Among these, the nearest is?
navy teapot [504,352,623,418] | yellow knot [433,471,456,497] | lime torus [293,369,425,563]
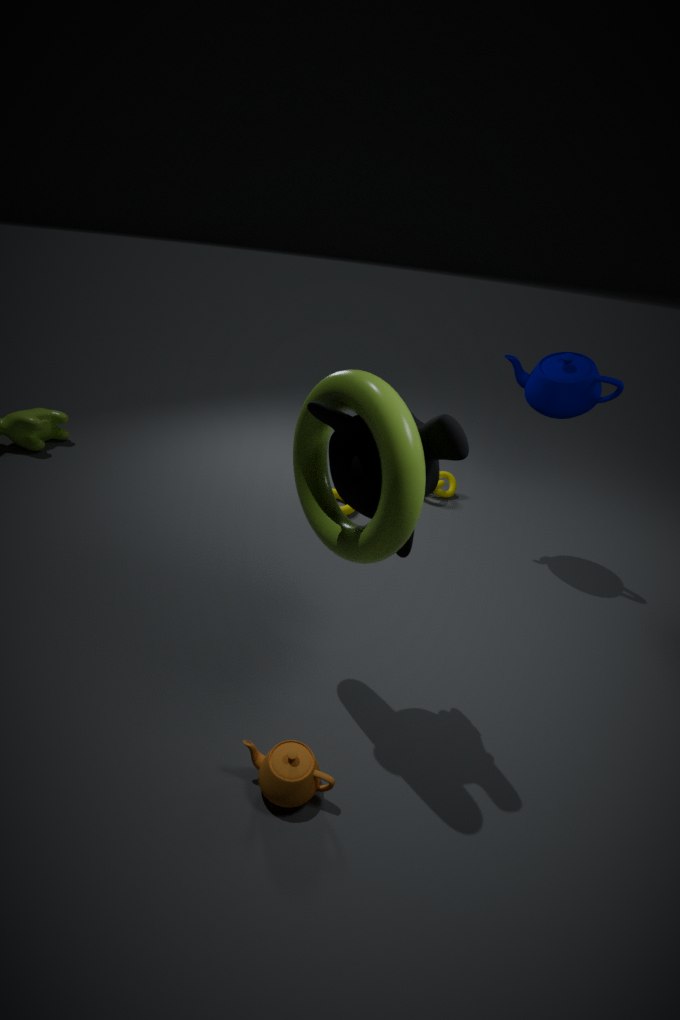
lime torus [293,369,425,563]
